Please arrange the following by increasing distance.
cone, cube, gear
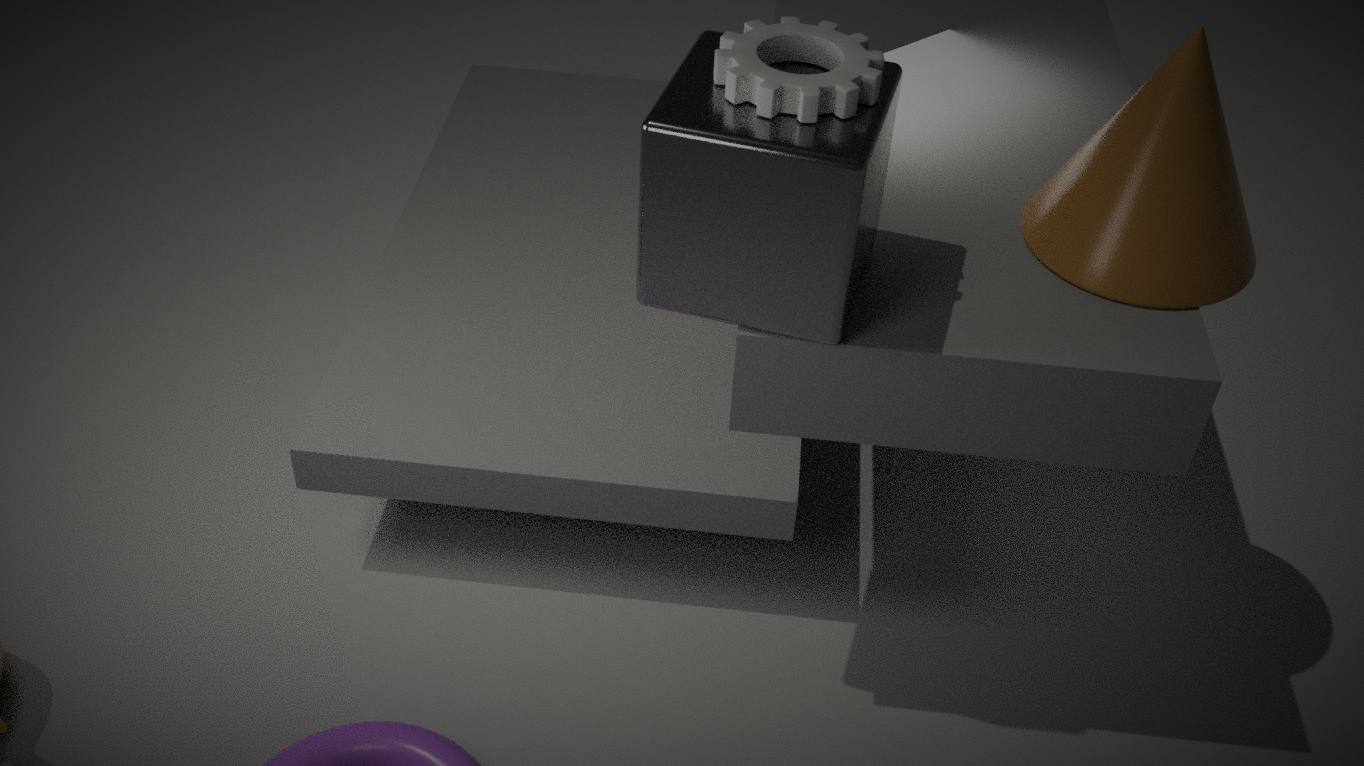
1. cube
2. gear
3. cone
